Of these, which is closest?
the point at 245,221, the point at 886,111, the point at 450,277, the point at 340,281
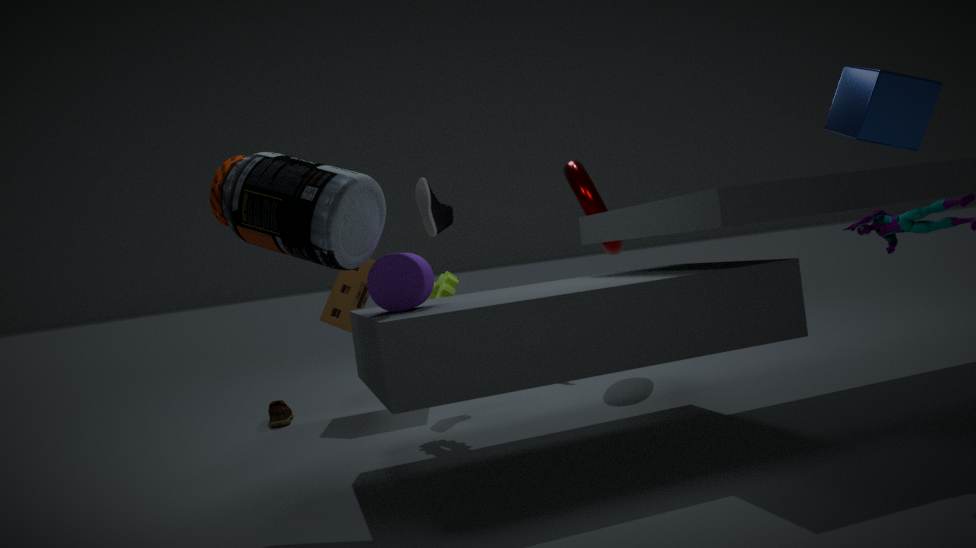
the point at 886,111
